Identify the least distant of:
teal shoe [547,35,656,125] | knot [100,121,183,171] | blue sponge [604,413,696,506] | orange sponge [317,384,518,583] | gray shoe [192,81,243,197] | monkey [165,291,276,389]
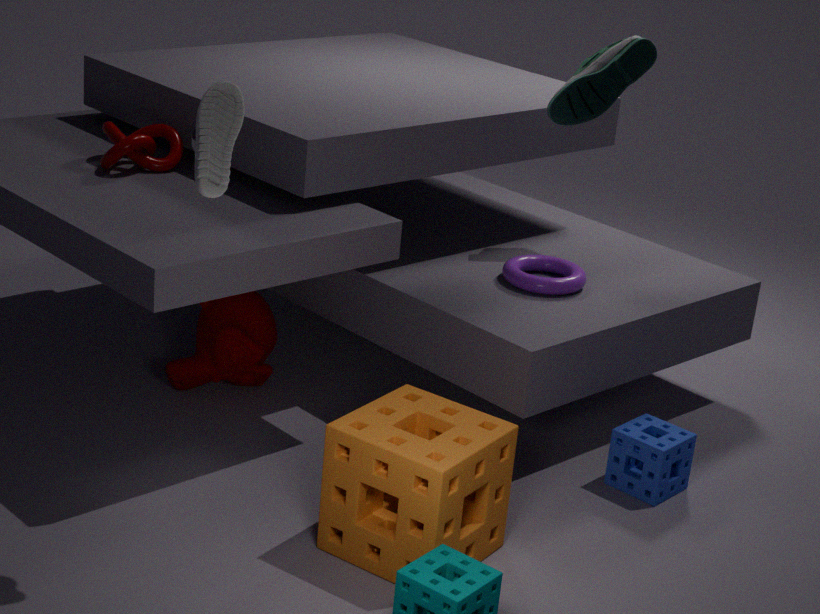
gray shoe [192,81,243,197]
